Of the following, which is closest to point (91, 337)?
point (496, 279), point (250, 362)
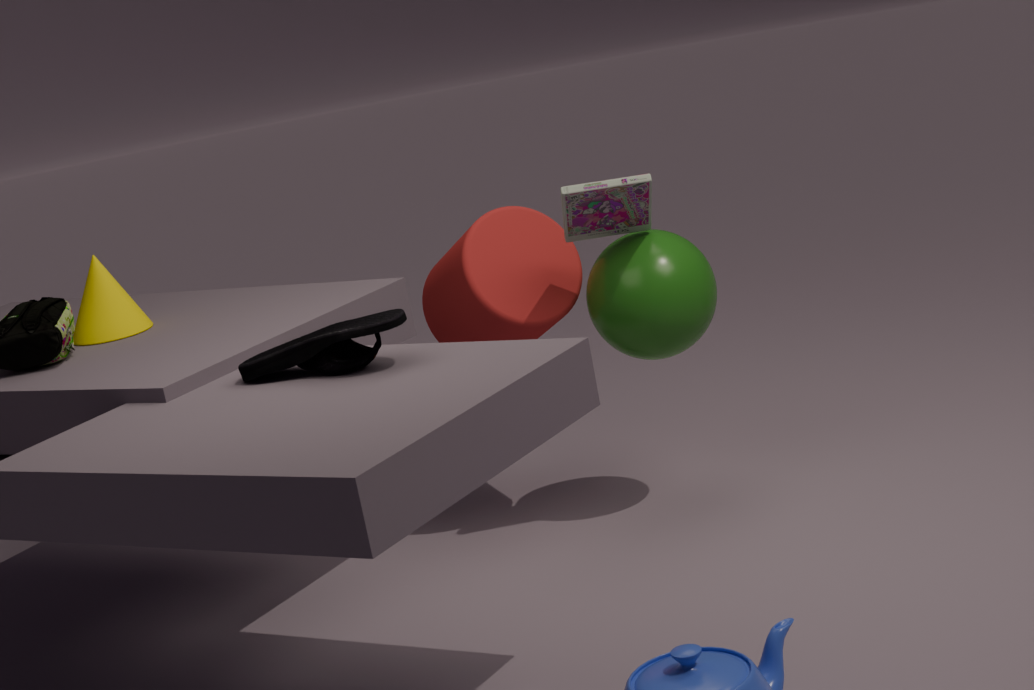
point (250, 362)
